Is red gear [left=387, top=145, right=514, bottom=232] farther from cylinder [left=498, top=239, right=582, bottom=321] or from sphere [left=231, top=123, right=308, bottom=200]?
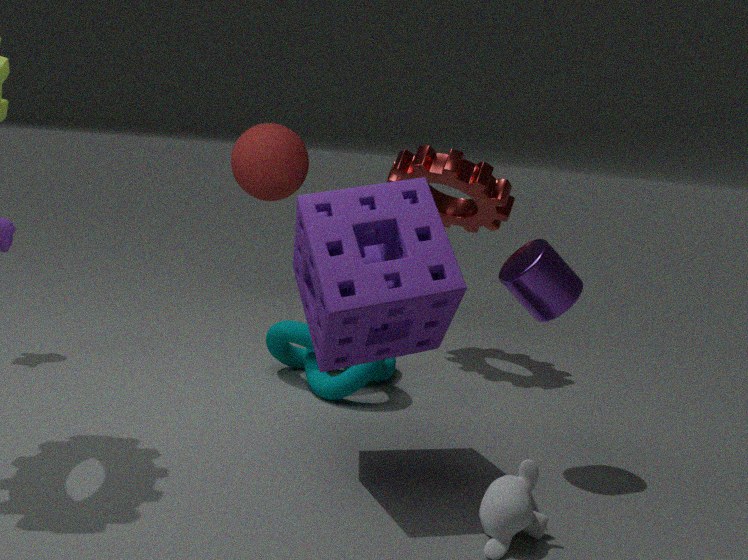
cylinder [left=498, top=239, right=582, bottom=321]
